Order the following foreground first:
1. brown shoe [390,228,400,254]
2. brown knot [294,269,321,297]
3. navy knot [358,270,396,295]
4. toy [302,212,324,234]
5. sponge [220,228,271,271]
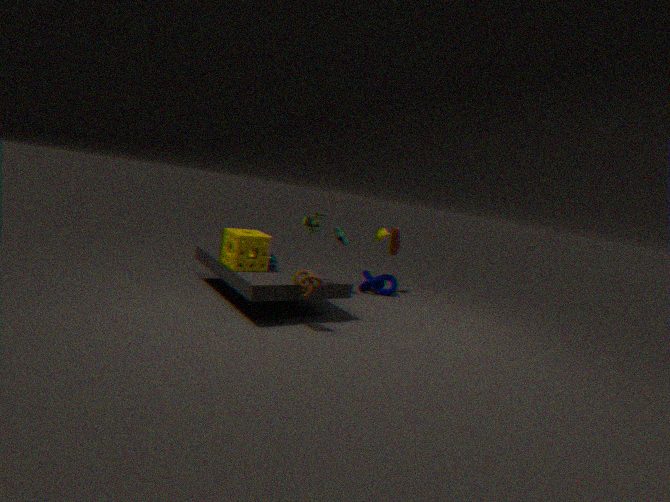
brown knot [294,269,321,297]
toy [302,212,324,234]
sponge [220,228,271,271]
navy knot [358,270,396,295]
brown shoe [390,228,400,254]
